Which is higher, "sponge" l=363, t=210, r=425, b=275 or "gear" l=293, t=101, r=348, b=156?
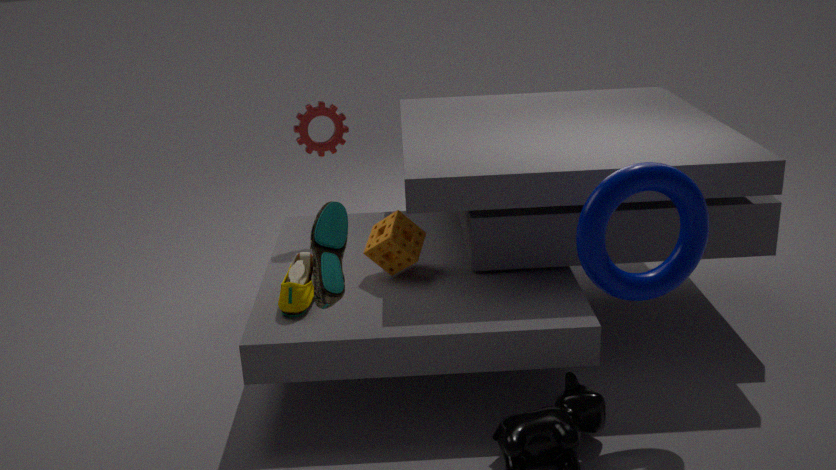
"gear" l=293, t=101, r=348, b=156
